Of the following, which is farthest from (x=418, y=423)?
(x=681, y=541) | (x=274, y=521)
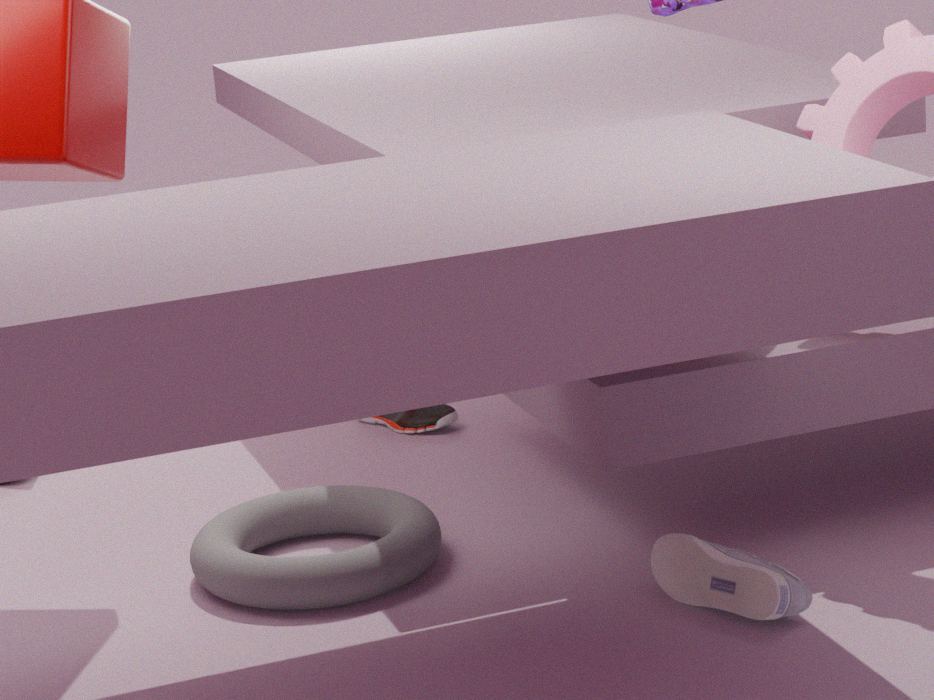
(x=681, y=541)
